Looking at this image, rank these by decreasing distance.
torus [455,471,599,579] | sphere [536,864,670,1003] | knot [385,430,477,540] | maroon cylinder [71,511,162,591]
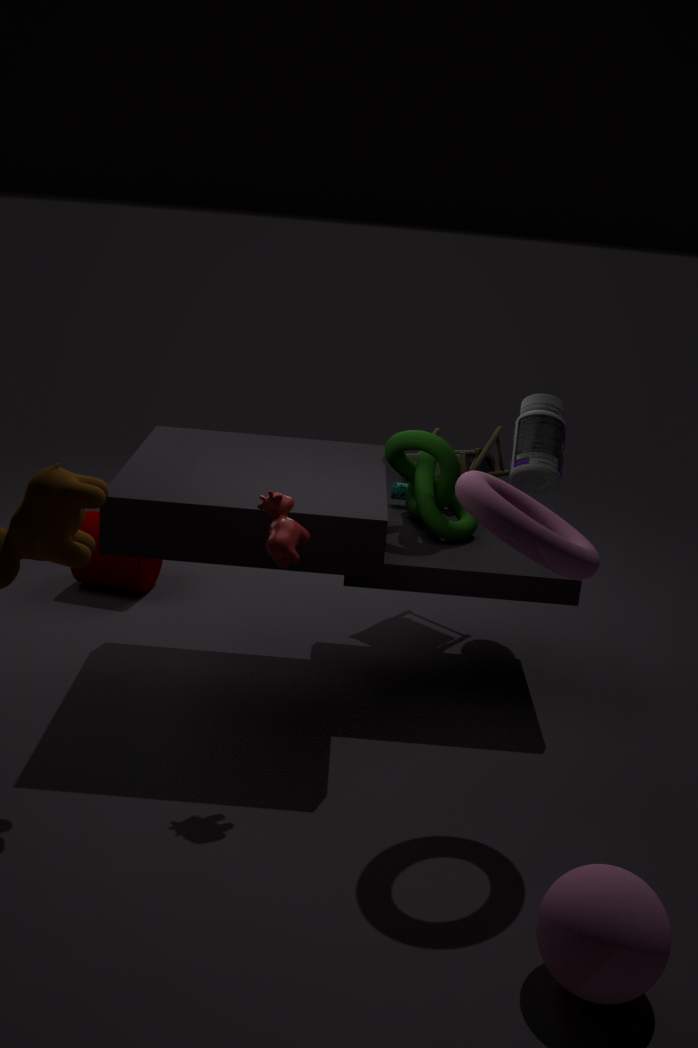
maroon cylinder [71,511,162,591], knot [385,430,477,540], torus [455,471,599,579], sphere [536,864,670,1003]
